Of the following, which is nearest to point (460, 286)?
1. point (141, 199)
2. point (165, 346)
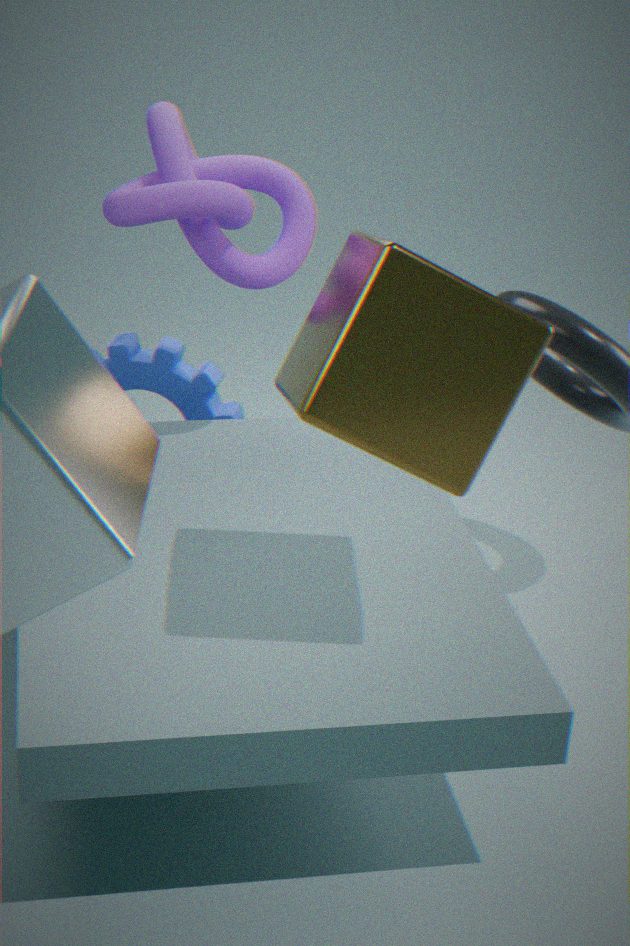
point (141, 199)
